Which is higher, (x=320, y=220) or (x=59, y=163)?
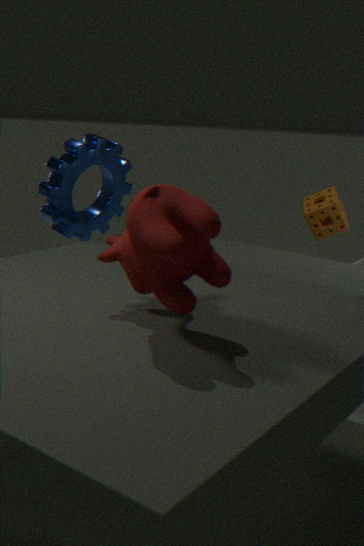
(x=59, y=163)
